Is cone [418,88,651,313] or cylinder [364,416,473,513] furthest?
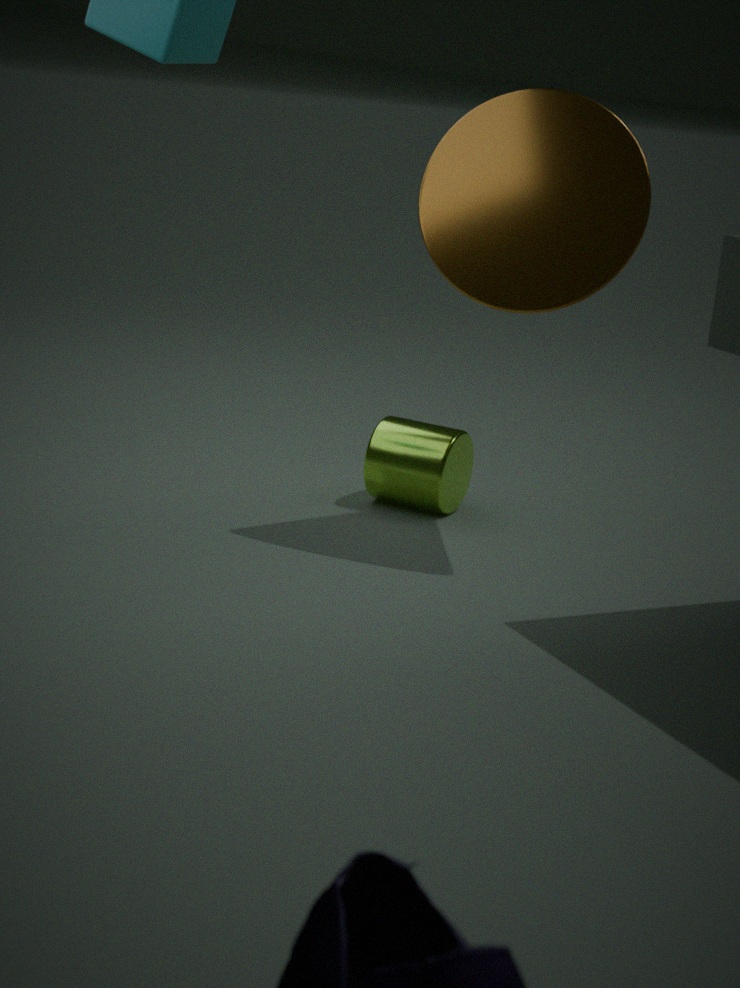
cylinder [364,416,473,513]
